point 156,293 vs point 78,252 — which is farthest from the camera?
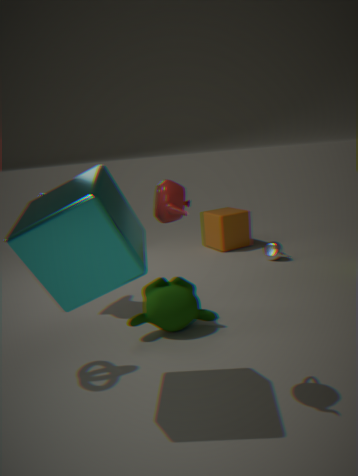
point 156,293
